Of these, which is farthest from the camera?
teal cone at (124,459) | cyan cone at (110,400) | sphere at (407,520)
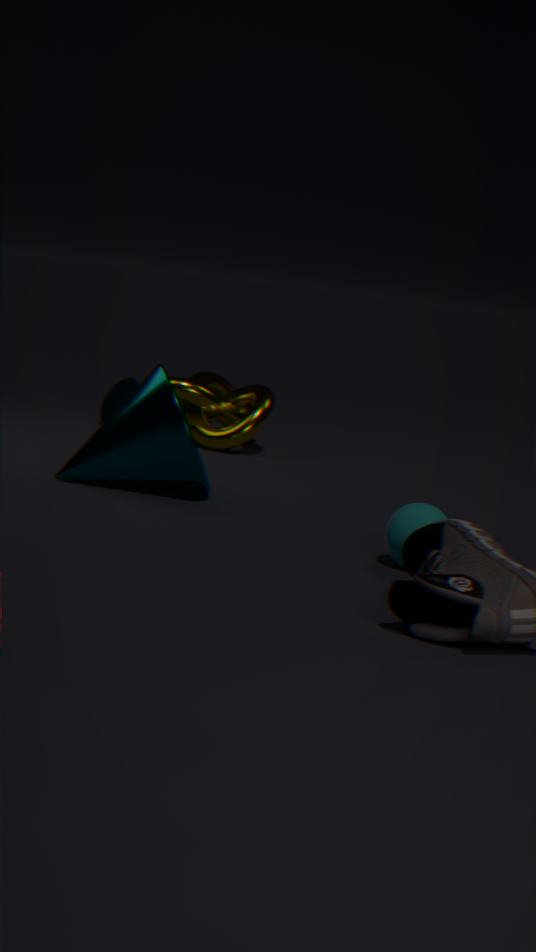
cyan cone at (110,400)
